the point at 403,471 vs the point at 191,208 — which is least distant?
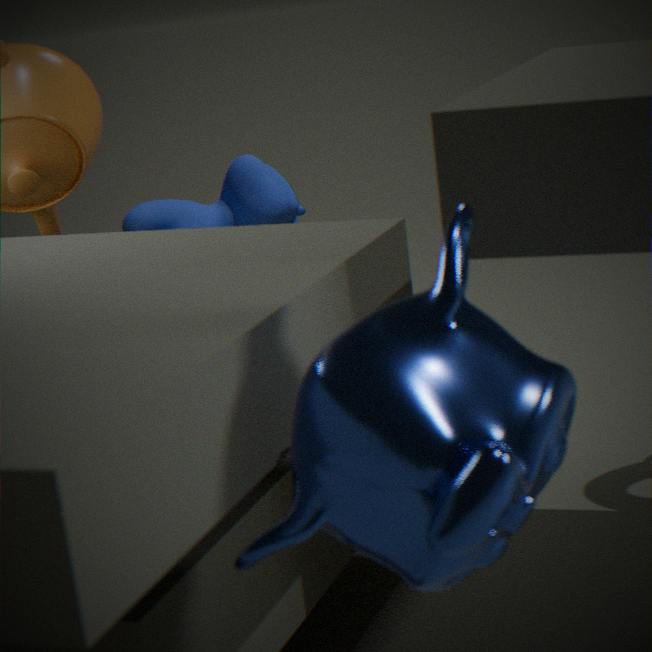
the point at 403,471
